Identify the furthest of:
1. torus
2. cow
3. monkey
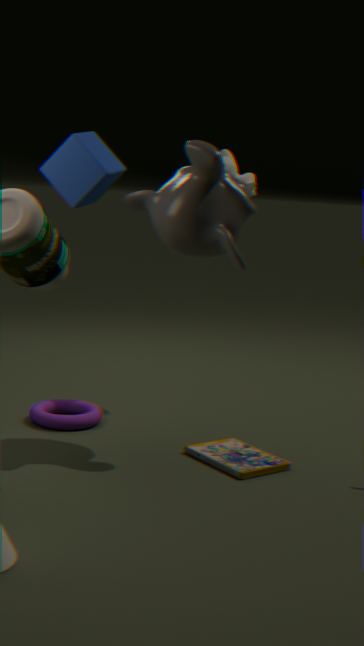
cow
